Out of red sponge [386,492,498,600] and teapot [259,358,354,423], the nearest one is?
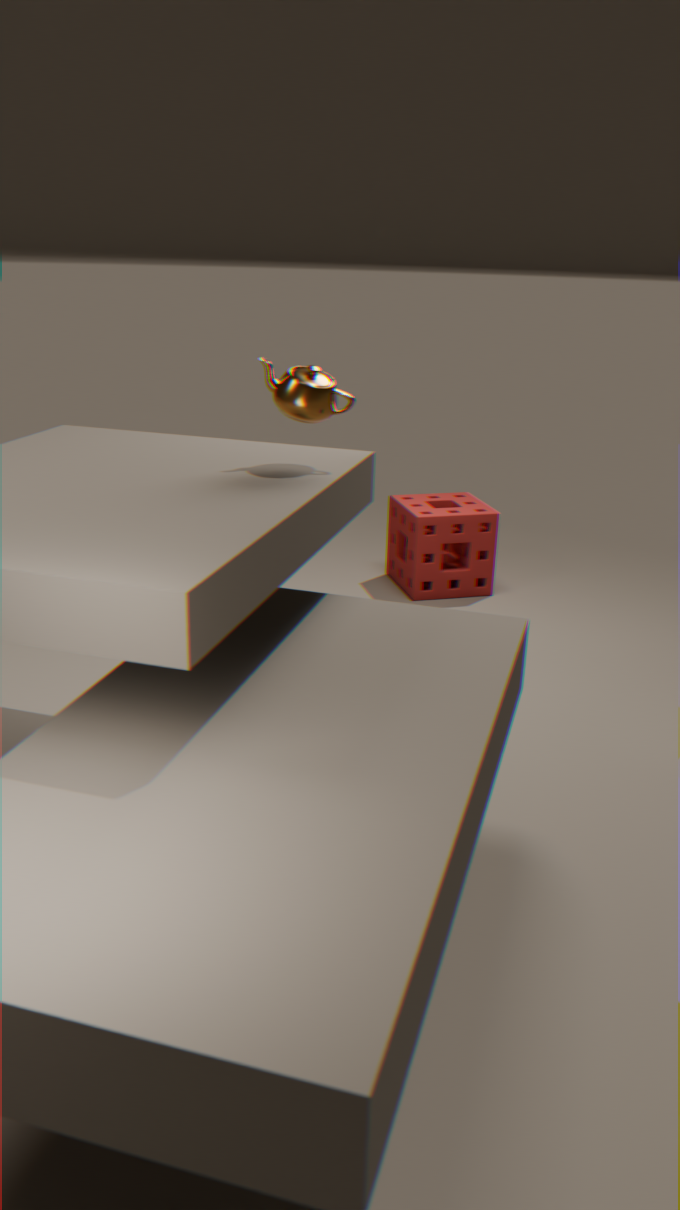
teapot [259,358,354,423]
